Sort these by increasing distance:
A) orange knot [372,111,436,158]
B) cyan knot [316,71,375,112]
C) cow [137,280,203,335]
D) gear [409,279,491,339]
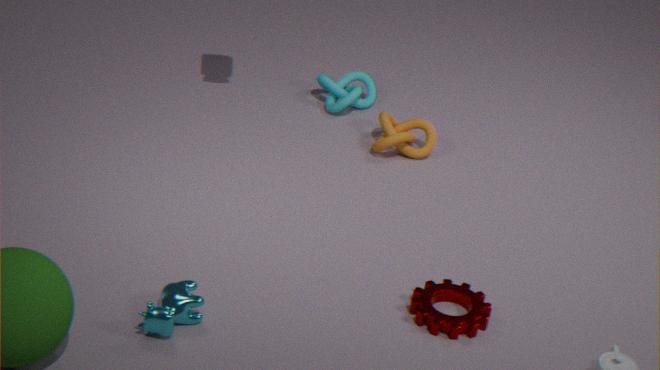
1. cow [137,280,203,335]
2. gear [409,279,491,339]
3. orange knot [372,111,436,158]
4. cyan knot [316,71,375,112]
